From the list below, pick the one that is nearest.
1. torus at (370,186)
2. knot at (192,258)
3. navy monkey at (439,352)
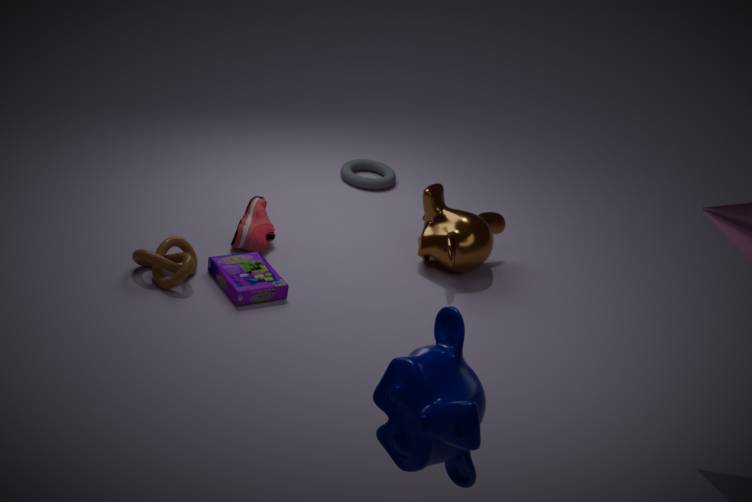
navy monkey at (439,352)
